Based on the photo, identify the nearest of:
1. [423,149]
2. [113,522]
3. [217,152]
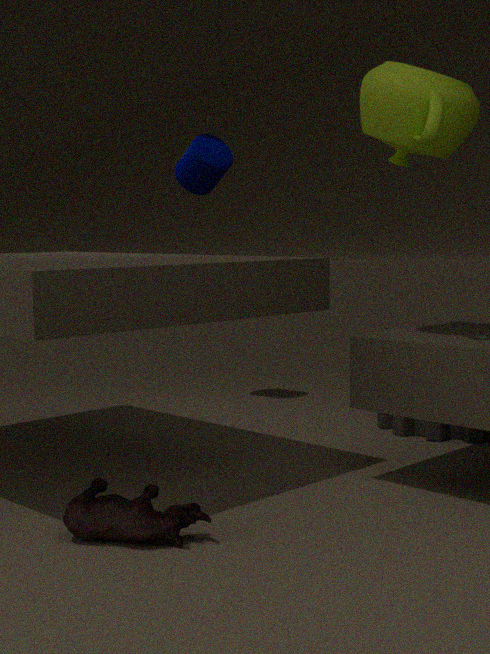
[113,522]
